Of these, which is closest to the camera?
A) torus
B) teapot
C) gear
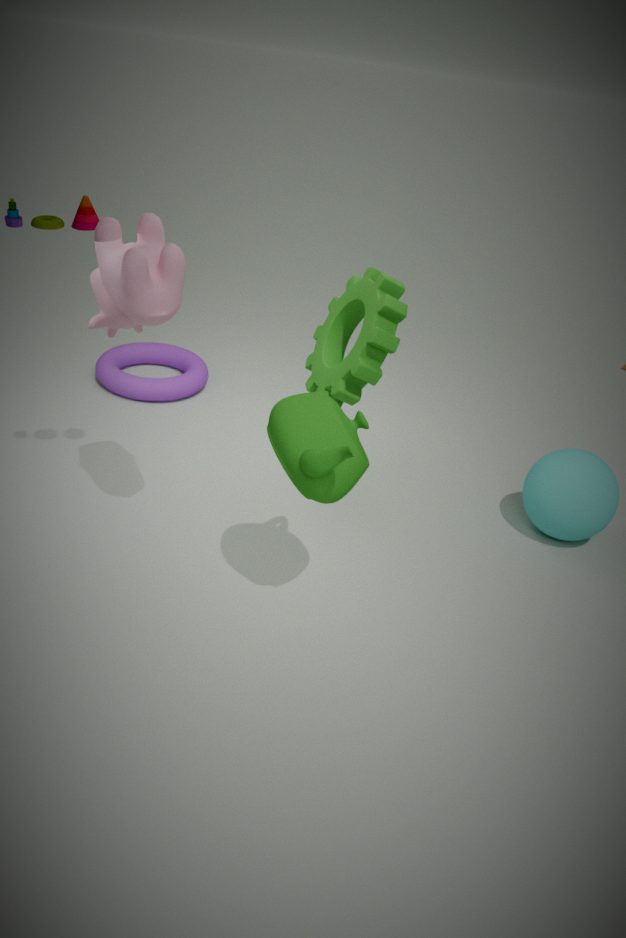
teapot
